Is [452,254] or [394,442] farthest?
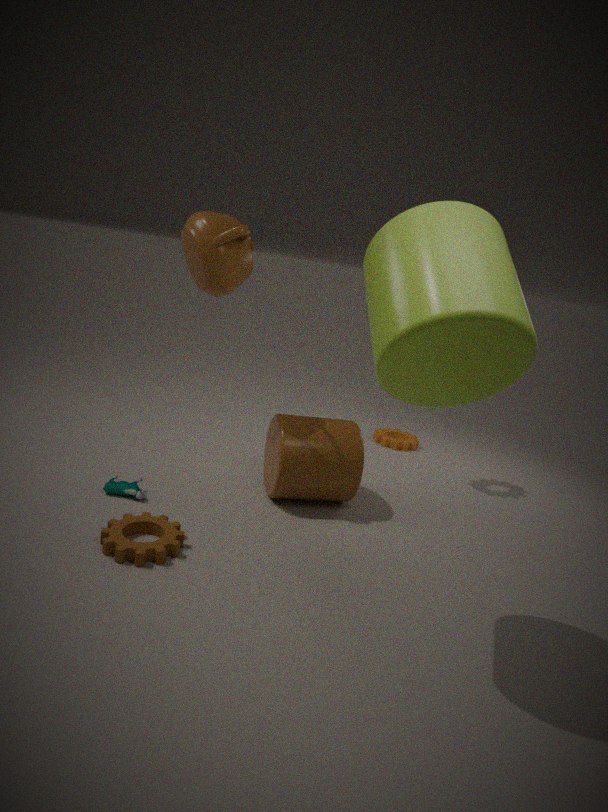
[394,442]
